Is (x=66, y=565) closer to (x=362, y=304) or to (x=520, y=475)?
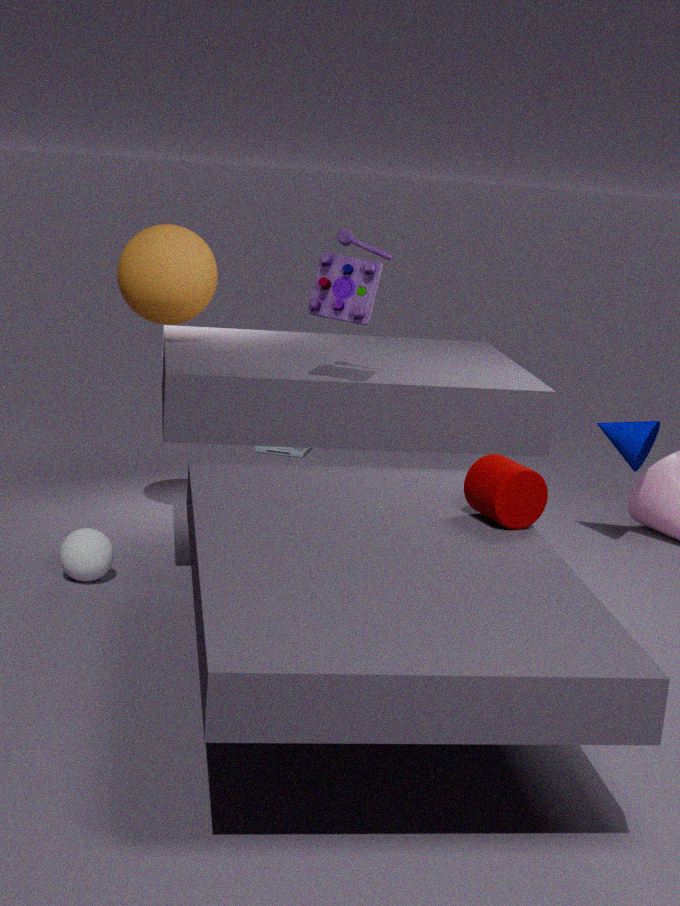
(x=362, y=304)
